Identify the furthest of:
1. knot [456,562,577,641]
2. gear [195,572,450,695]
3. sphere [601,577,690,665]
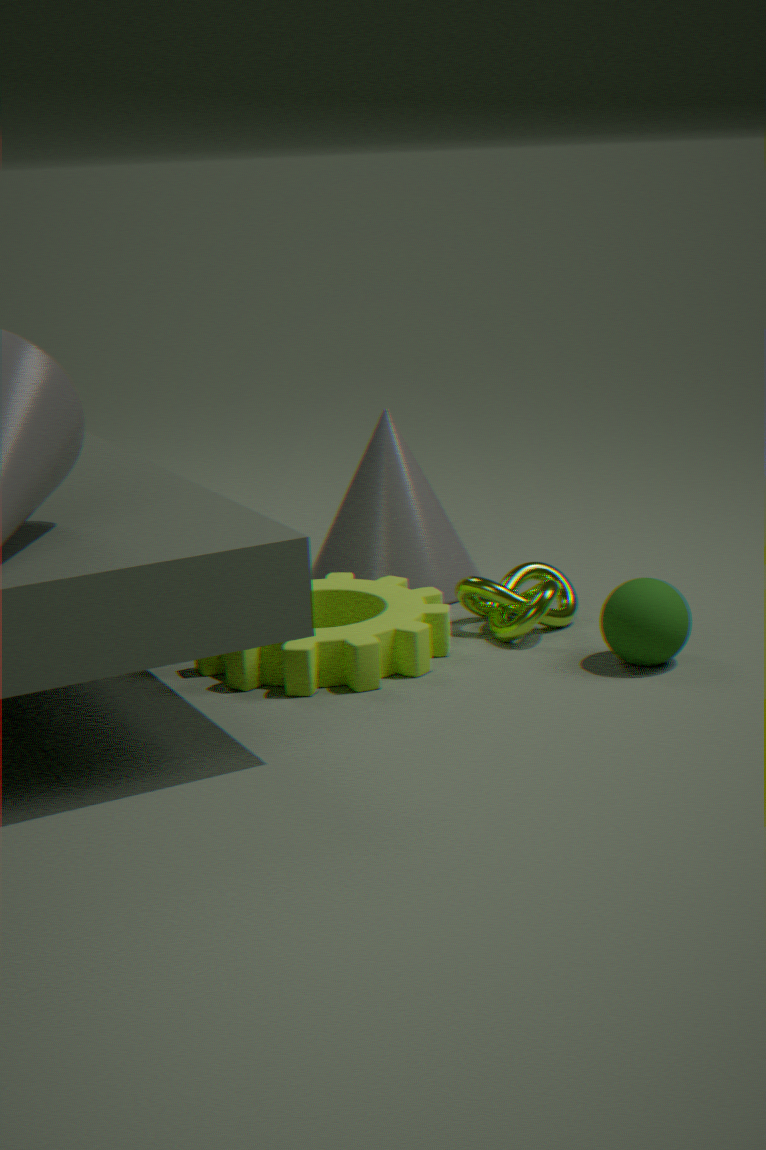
knot [456,562,577,641]
